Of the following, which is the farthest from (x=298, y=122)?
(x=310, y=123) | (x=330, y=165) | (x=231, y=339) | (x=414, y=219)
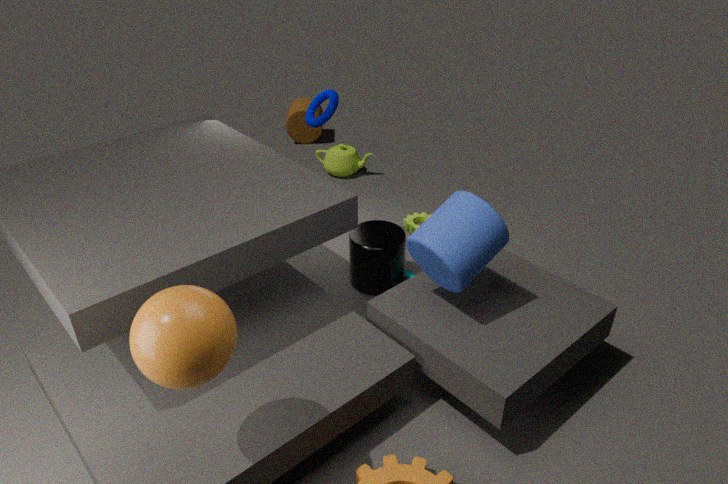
(x=231, y=339)
